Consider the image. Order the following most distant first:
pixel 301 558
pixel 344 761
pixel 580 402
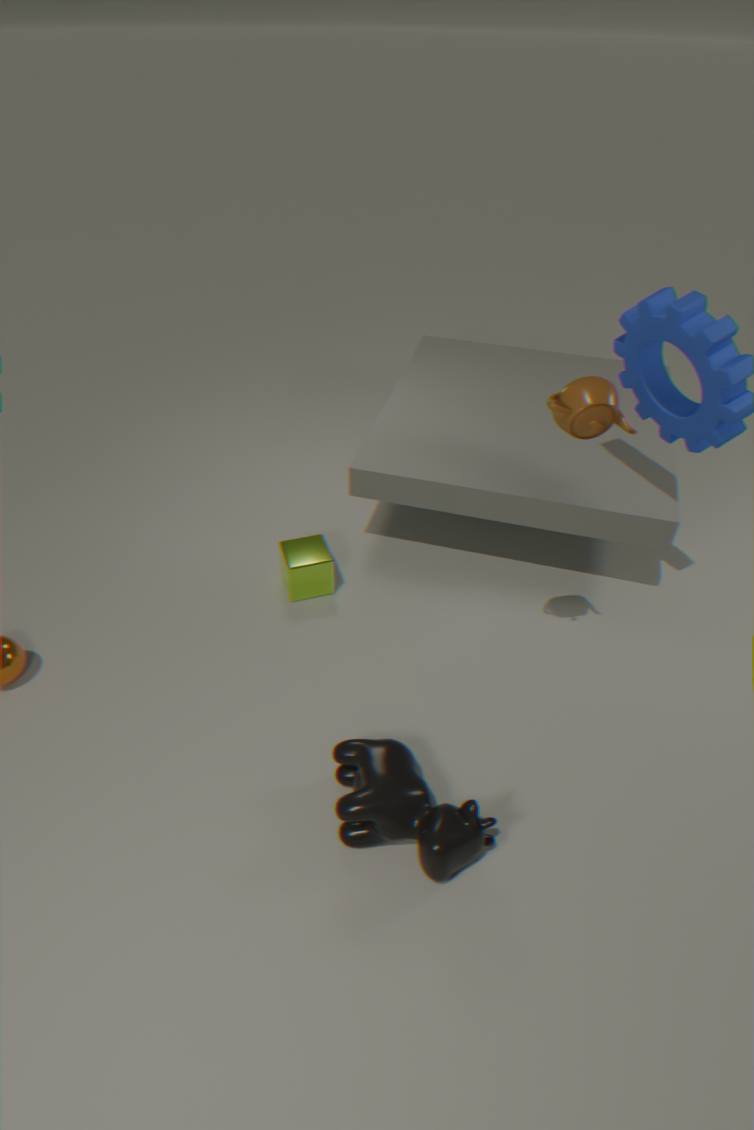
pixel 301 558 < pixel 344 761 < pixel 580 402
